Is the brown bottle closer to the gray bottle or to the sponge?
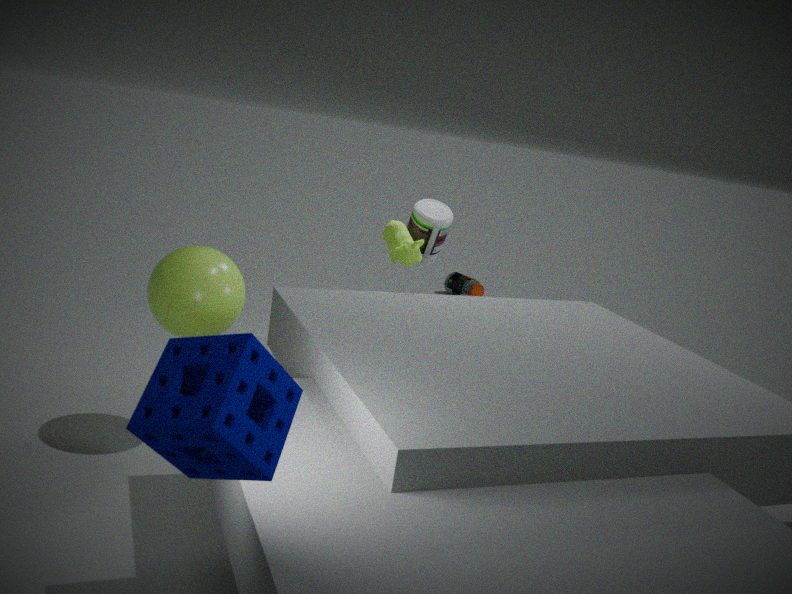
the gray bottle
